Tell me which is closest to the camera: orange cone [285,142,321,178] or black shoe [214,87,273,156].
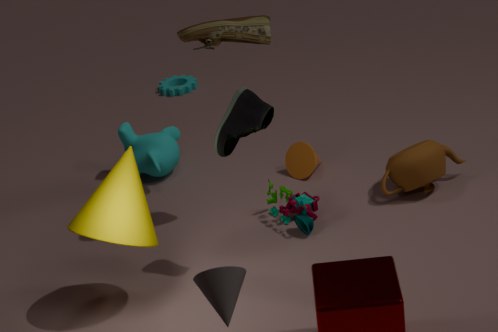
black shoe [214,87,273,156]
